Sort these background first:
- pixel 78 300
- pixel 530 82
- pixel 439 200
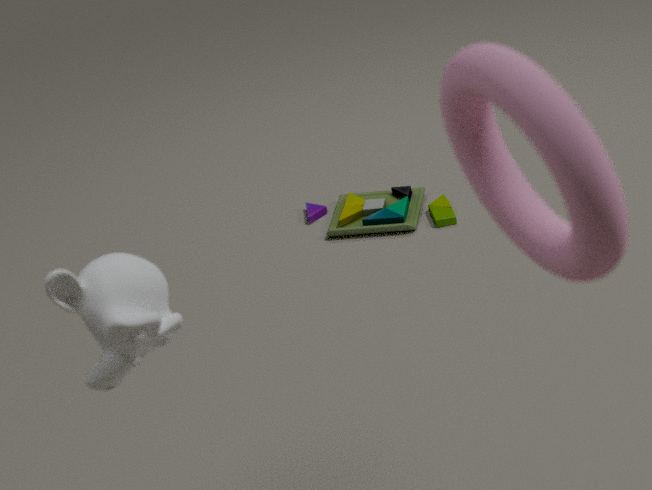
pixel 439 200 → pixel 78 300 → pixel 530 82
